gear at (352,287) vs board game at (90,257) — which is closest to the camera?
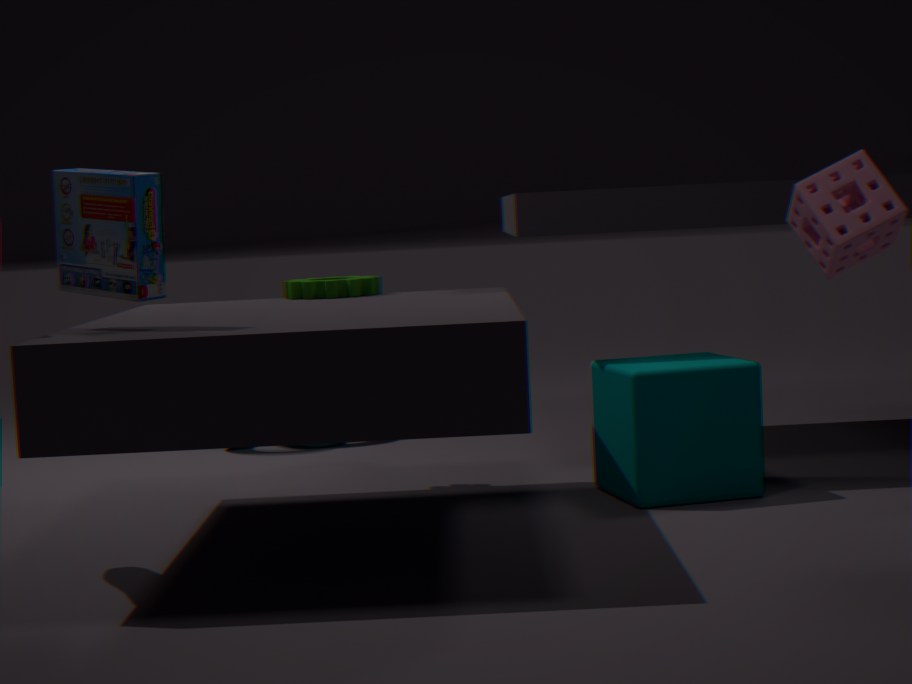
board game at (90,257)
